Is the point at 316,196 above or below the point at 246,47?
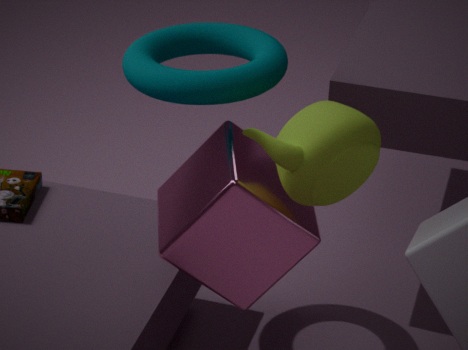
below
